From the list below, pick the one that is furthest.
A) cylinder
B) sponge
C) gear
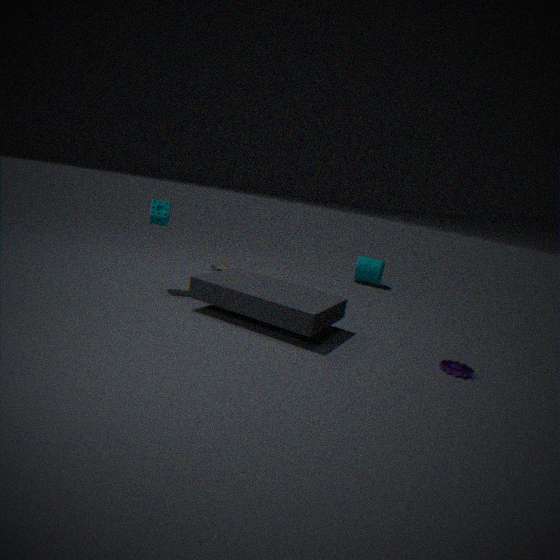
cylinder
